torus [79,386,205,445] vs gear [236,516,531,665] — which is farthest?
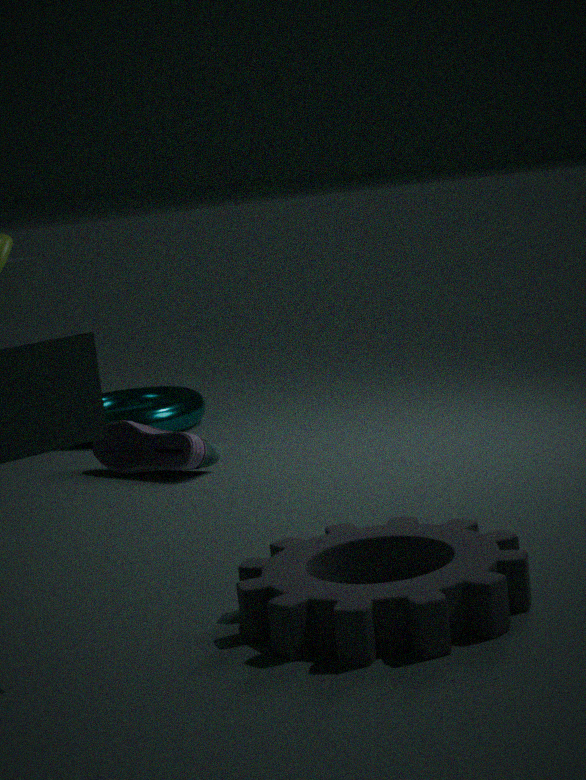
torus [79,386,205,445]
